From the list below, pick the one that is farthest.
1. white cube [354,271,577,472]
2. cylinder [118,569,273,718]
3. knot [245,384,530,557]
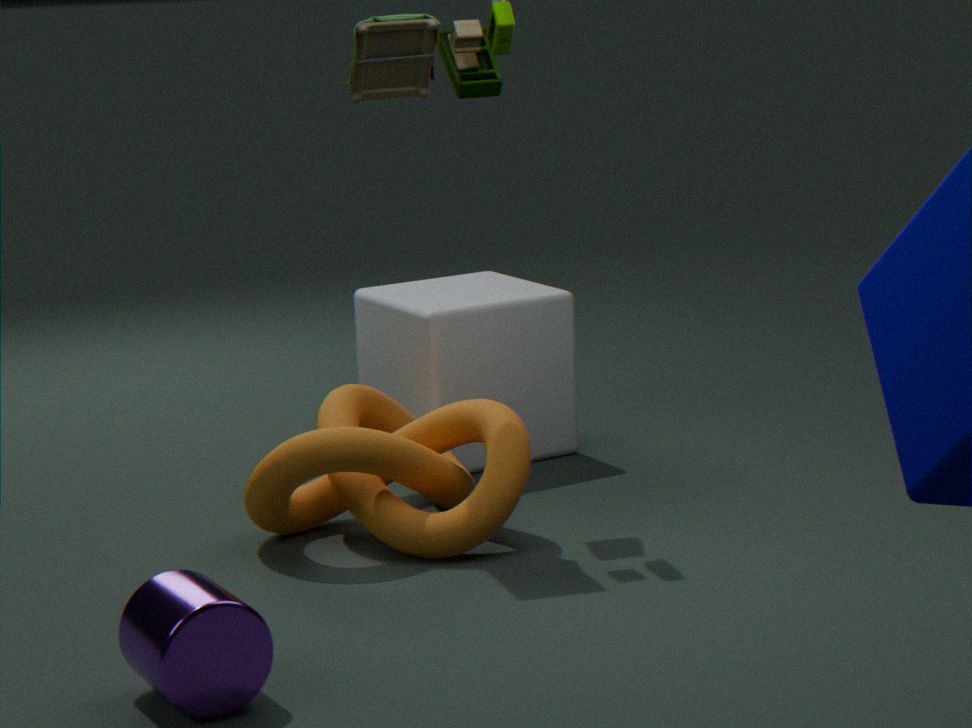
white cube [354,271,577,472]
